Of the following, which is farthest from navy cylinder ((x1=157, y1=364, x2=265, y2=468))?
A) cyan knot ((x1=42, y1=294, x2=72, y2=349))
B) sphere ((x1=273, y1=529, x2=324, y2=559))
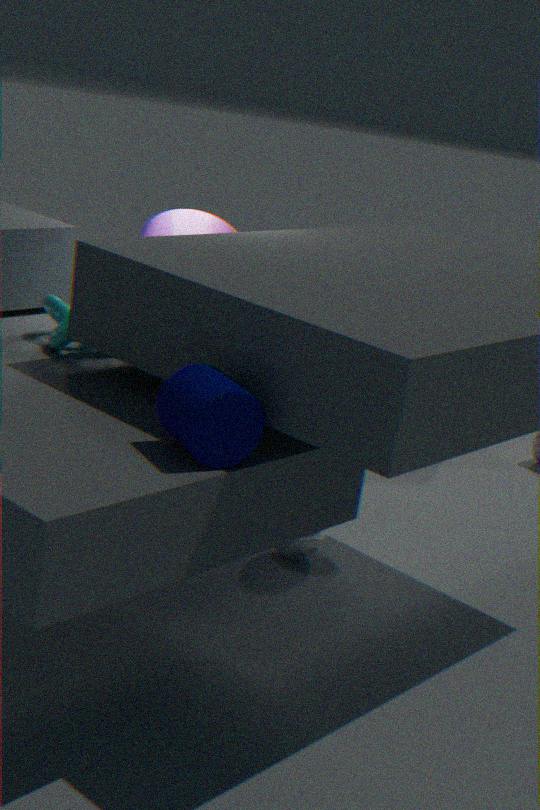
sphere ((x1=273, y1=529, x2=324, y2=559))
